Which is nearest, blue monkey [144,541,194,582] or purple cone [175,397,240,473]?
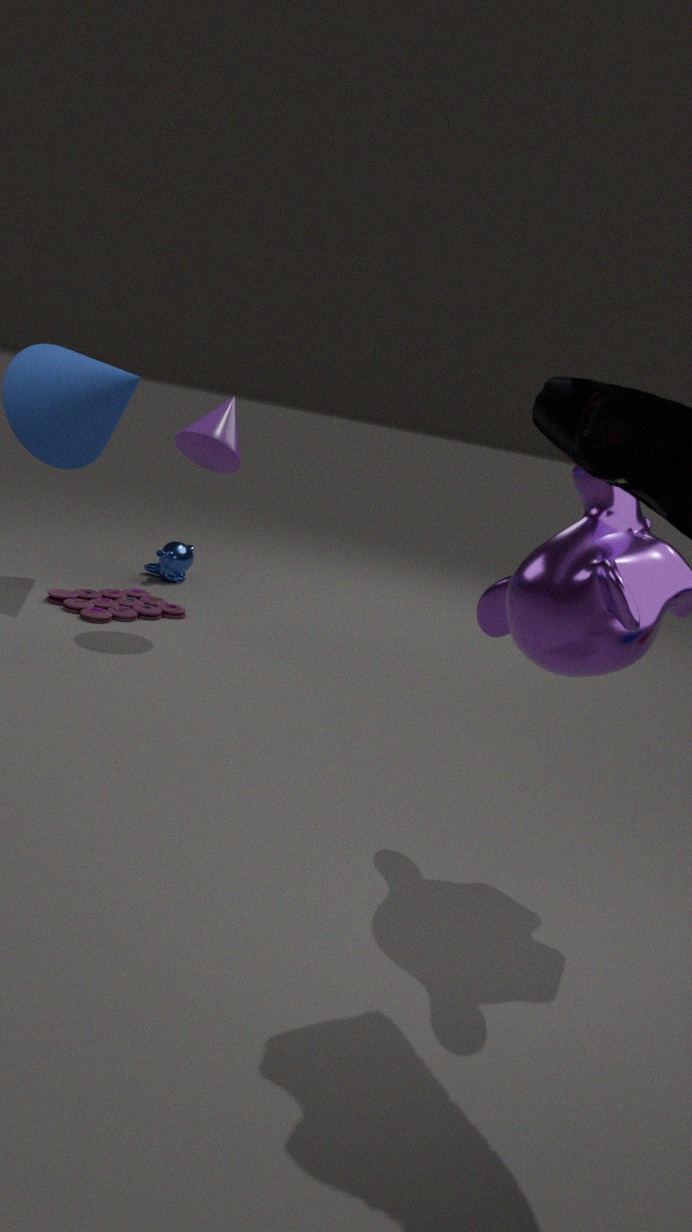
purple cone [175,397,240,473]
